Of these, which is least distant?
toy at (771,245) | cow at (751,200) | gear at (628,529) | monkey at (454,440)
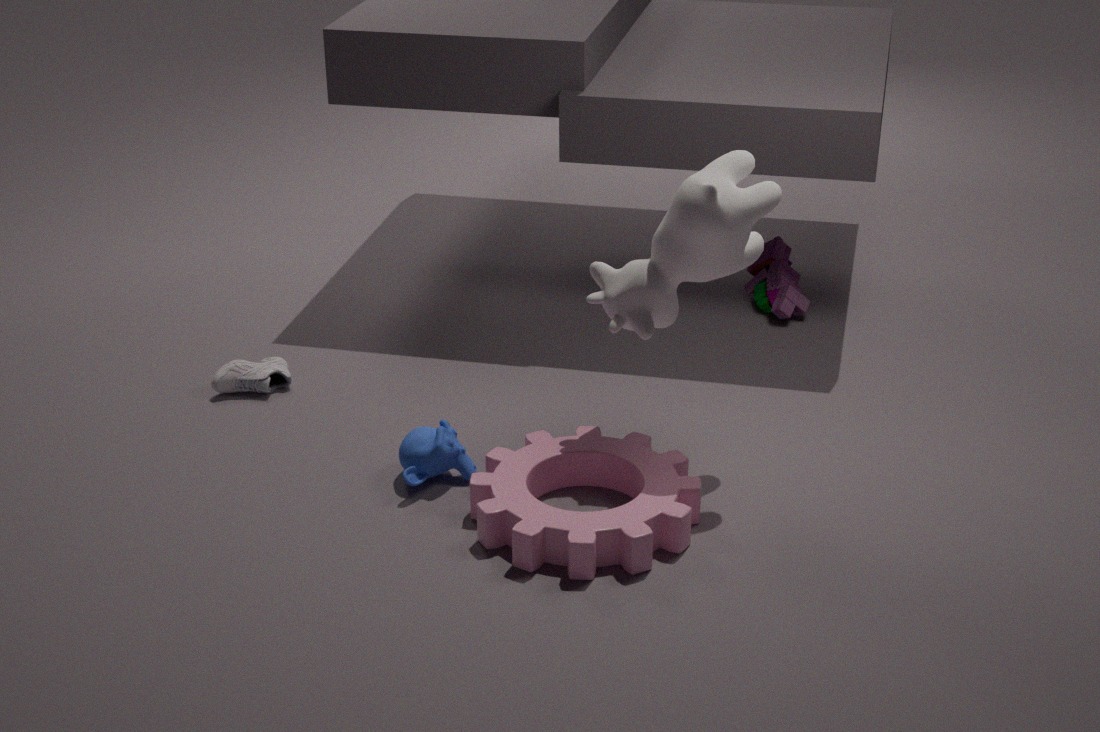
gear at (628,529)
